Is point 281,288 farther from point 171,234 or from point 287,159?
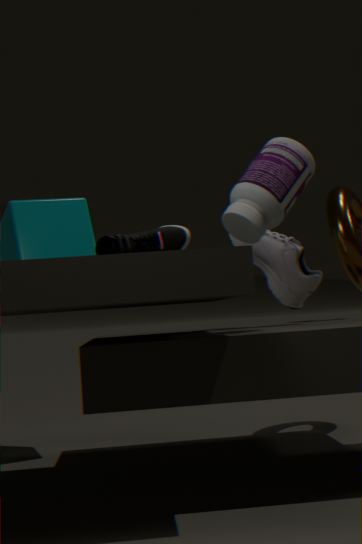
point 171,234
